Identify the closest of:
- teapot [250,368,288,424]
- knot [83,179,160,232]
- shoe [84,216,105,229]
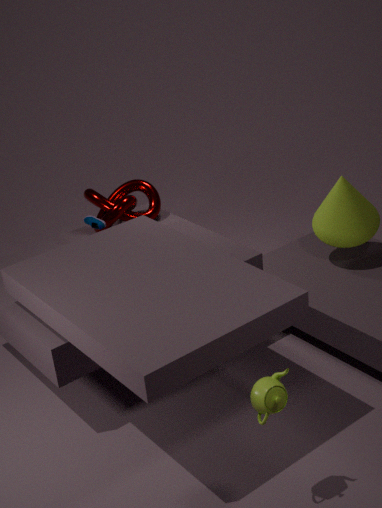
teapot [250,368,288,424]
